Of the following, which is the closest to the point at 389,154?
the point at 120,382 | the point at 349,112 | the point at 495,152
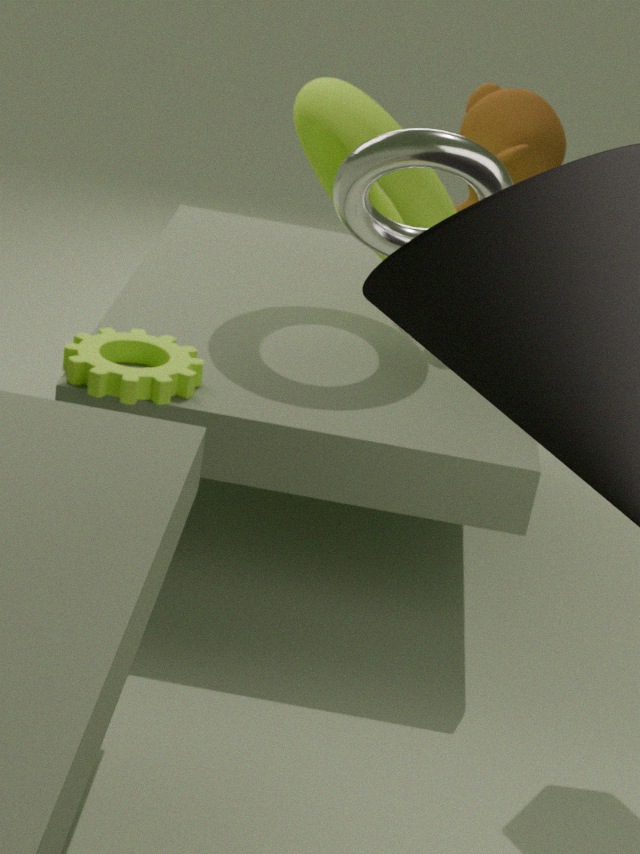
the point at 120,382
